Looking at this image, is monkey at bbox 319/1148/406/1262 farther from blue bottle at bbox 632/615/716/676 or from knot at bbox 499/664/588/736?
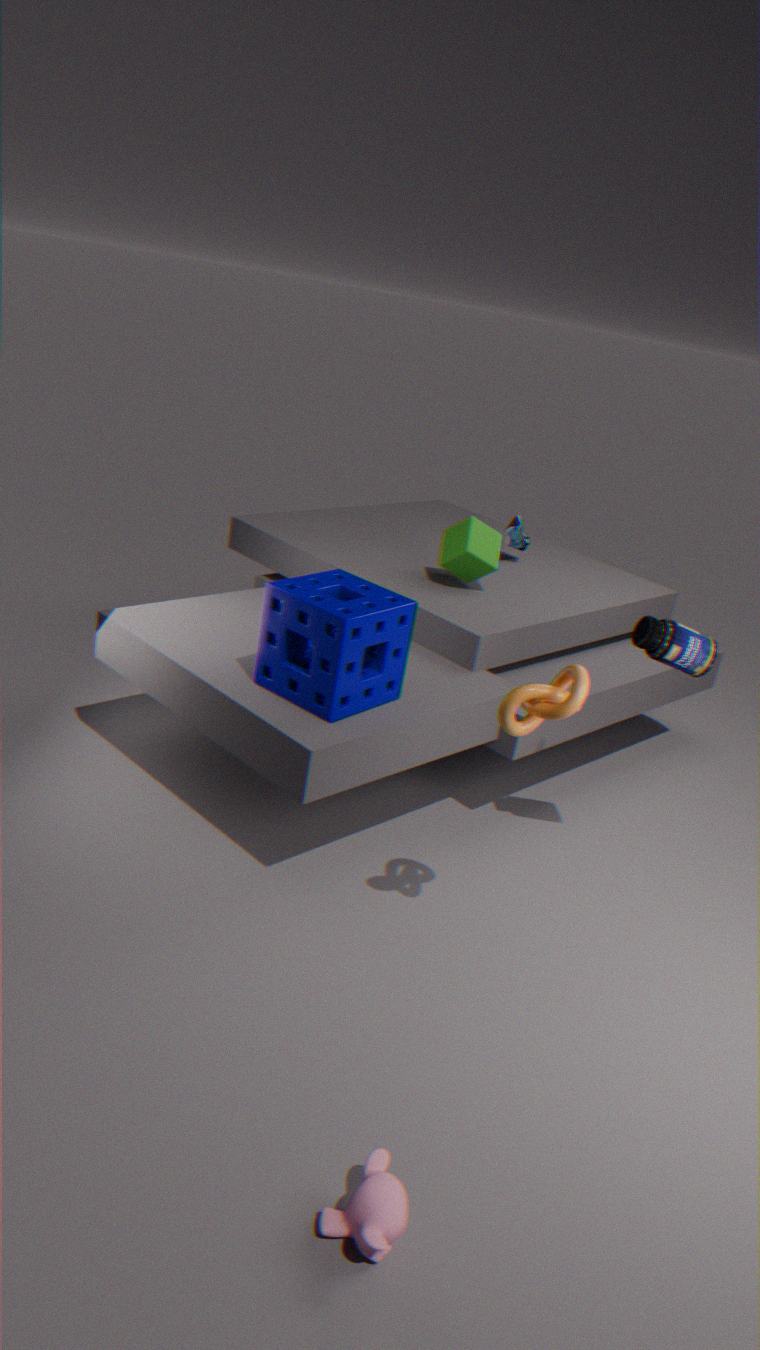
blue bottle at bbox 632/615/716/676
